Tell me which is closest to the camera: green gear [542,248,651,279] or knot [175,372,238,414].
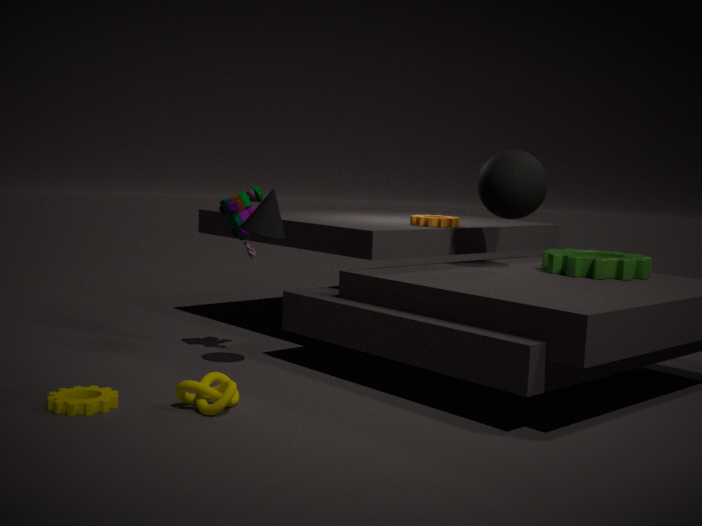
knot [175,372,238,414]
